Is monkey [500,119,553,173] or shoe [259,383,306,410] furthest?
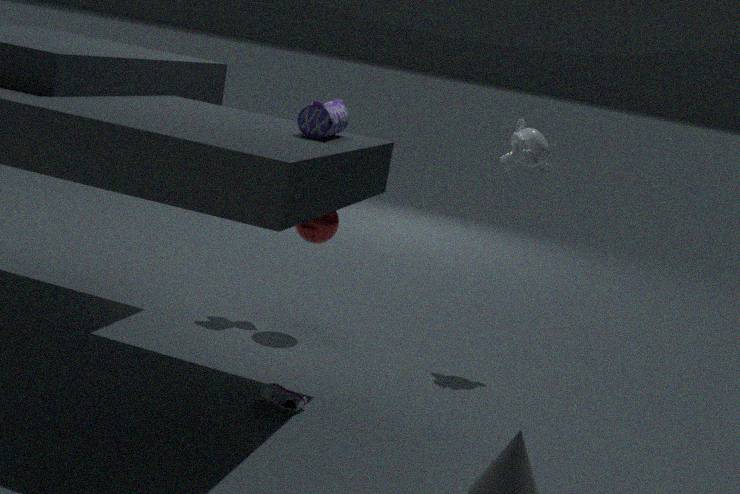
monkey [500,119,553,173]
